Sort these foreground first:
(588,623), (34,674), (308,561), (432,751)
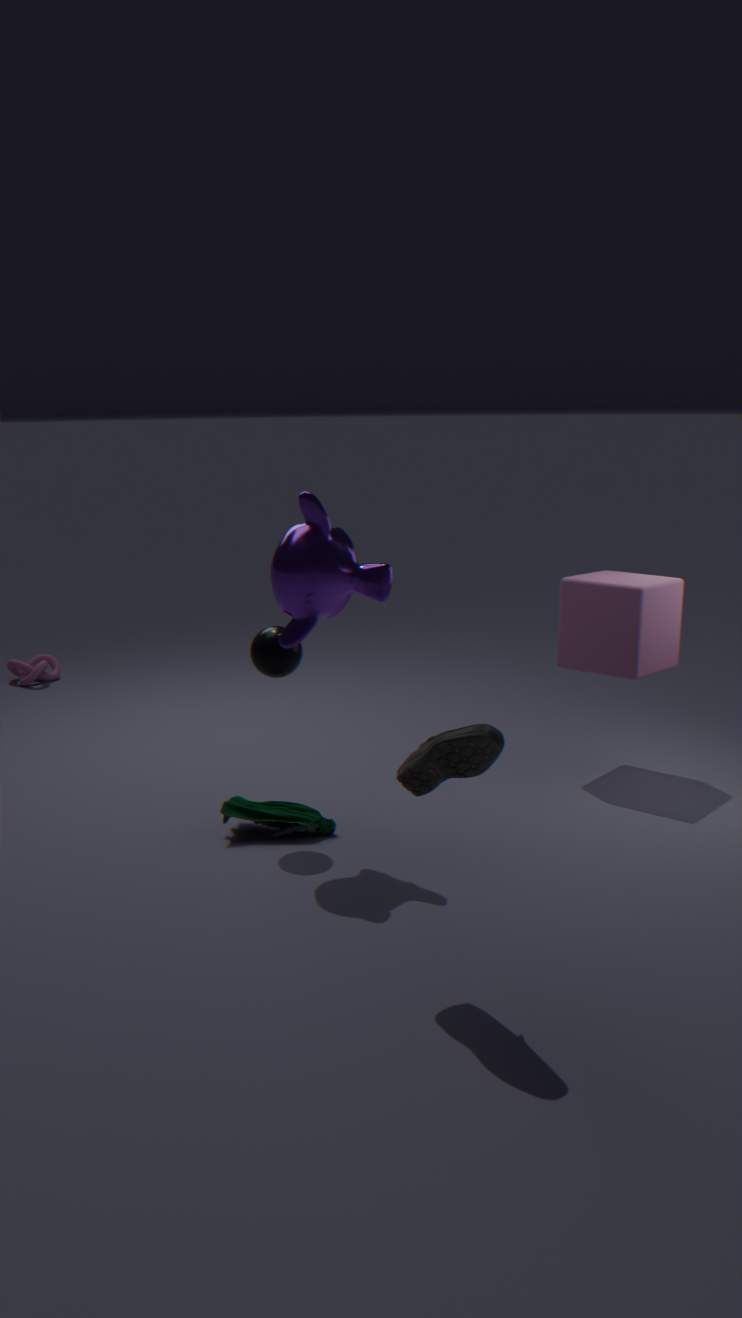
1. (432,751)
2. (308,561)
3. (588,623)
4. (34,674)
